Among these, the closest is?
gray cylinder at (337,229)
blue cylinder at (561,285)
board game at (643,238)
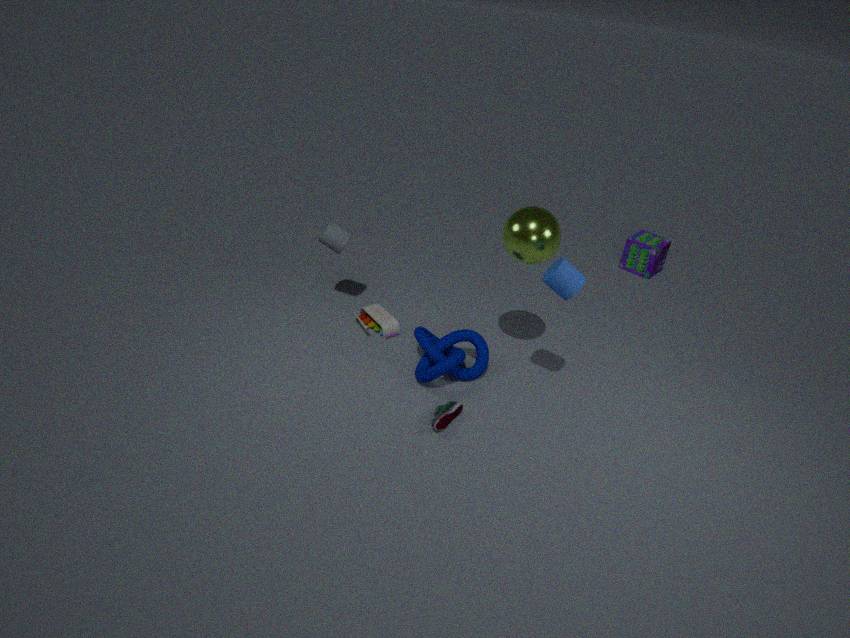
blue cylinder at (561,285)
